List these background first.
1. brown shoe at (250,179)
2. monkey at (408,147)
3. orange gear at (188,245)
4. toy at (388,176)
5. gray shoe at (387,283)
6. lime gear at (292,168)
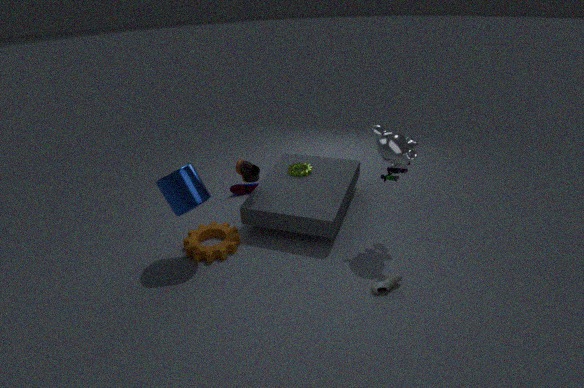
lime gear at (292,168) → brown shoe at (250,179) → orange gear at (188,245) → toy at (388,176) → monkey at (408,147) → gray shoe at (387,283)
